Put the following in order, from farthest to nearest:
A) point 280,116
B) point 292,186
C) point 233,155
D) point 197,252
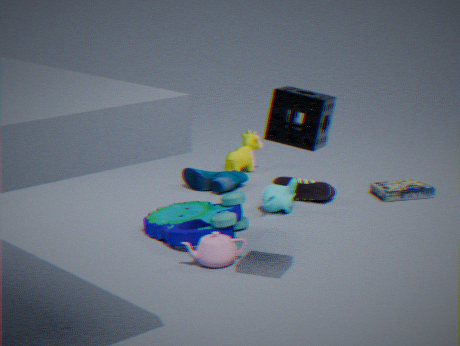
point 233,155, point 292,186, point 197,252, point 280,116
